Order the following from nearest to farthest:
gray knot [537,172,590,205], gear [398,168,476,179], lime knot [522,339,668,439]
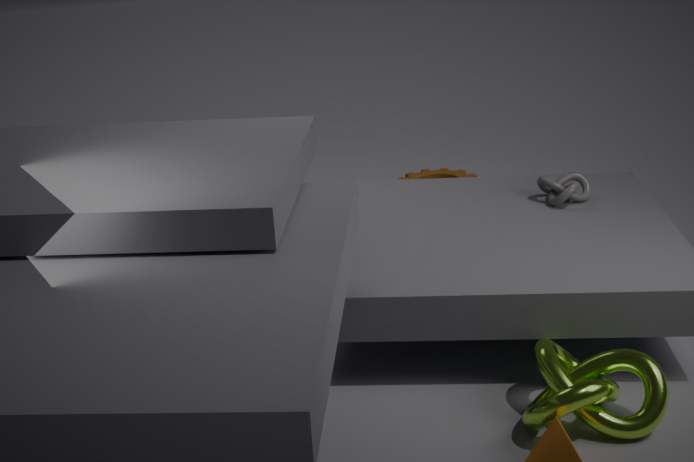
lime knot [522,339,668,439] → gray knot [537,172,590,205] → gear [398,168,476,179]
